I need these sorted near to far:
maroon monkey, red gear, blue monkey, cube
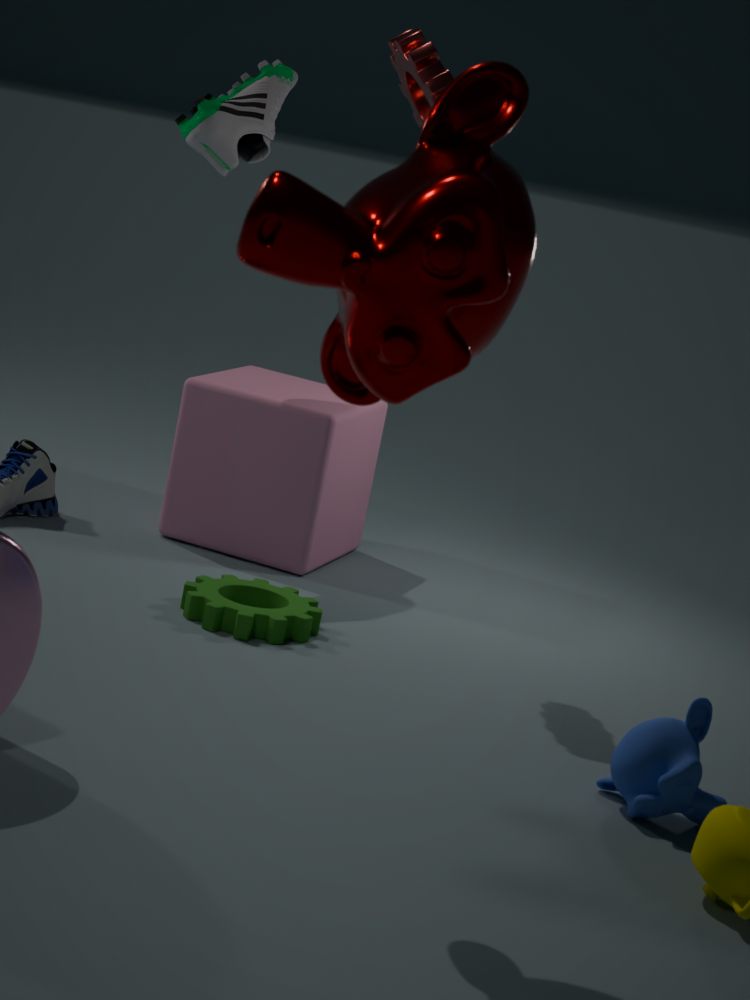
maroon monkey < blue monkey < red gear < cube
